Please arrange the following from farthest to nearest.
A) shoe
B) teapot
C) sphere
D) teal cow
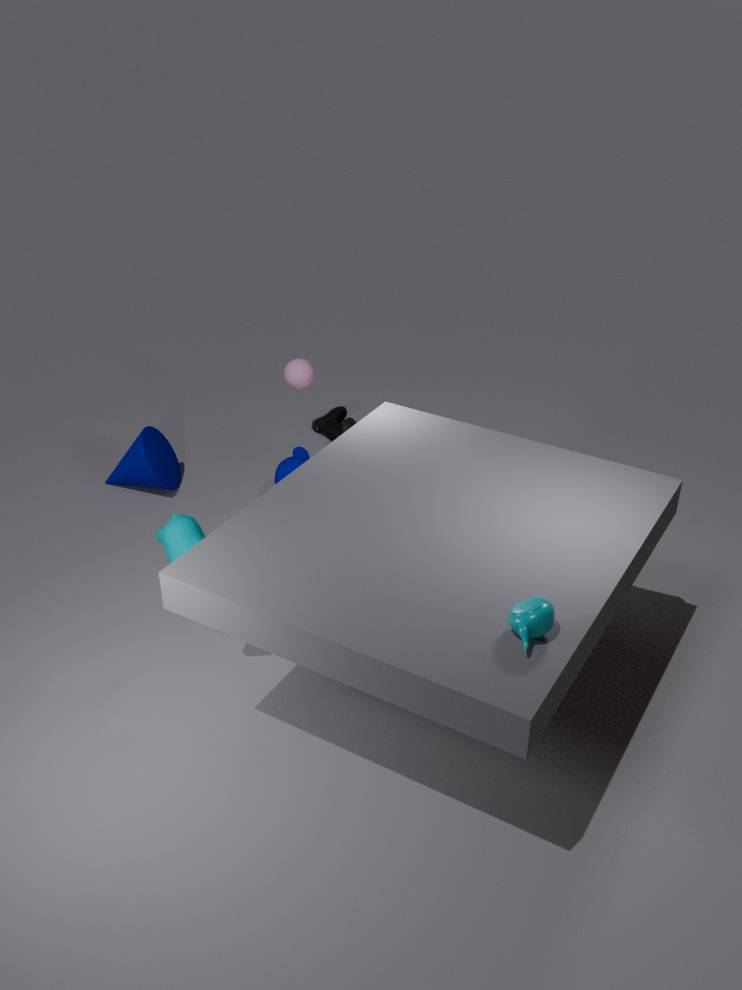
1. shoe
2. sphere
3. teal cow
4. teapot
